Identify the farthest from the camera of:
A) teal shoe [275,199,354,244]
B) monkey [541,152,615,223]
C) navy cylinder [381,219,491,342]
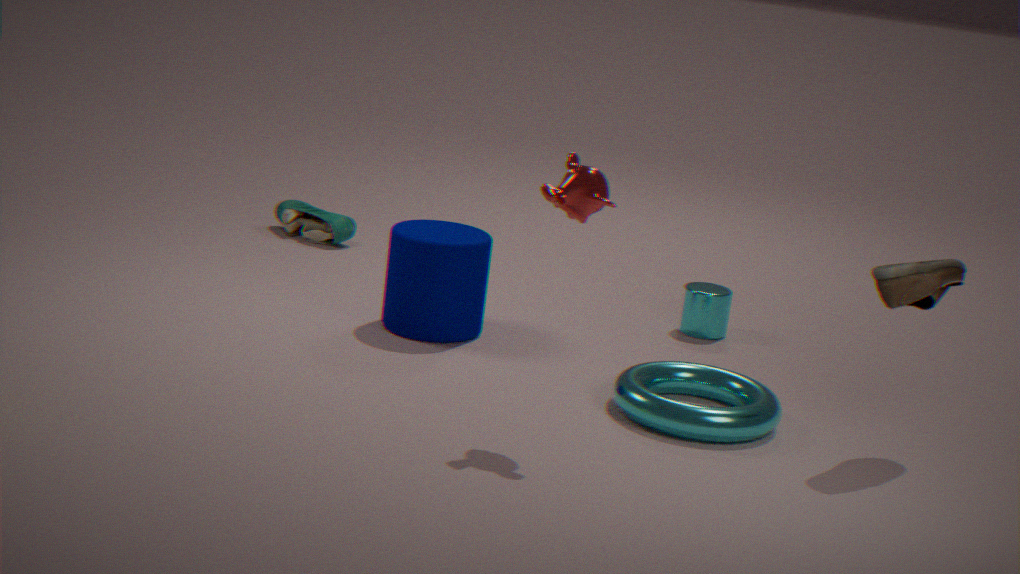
teal shoe [275,199,354,244]
